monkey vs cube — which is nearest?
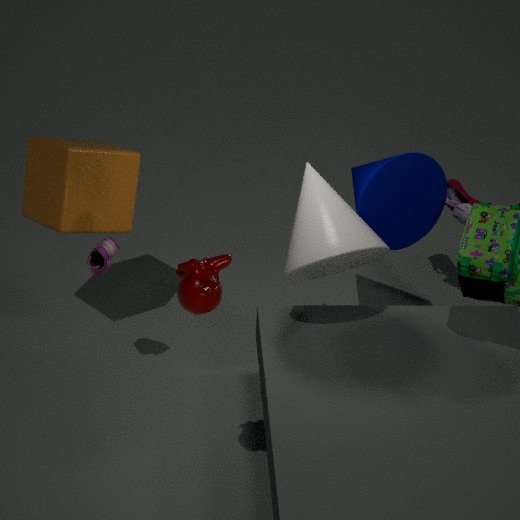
monkey
